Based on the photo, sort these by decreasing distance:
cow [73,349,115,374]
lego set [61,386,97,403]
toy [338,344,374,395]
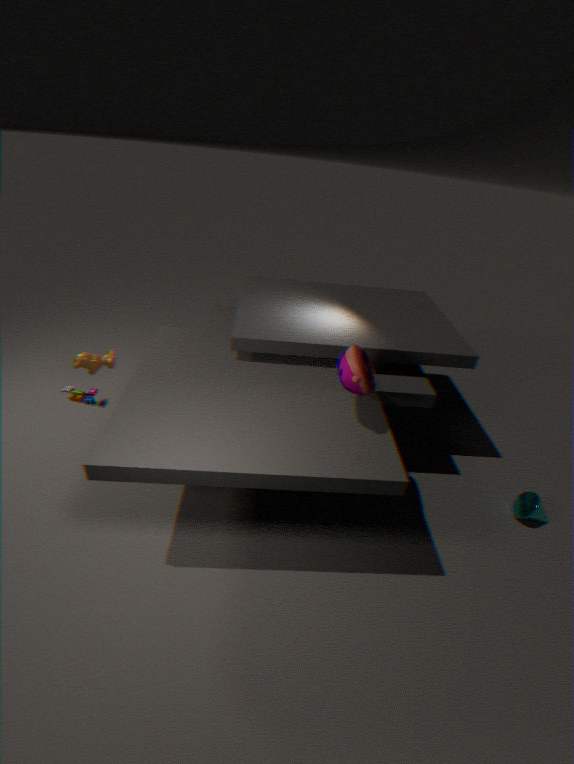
lego set [61,386,97,403] < cow [73,349,115,374] < toy [338,344,374,395]
